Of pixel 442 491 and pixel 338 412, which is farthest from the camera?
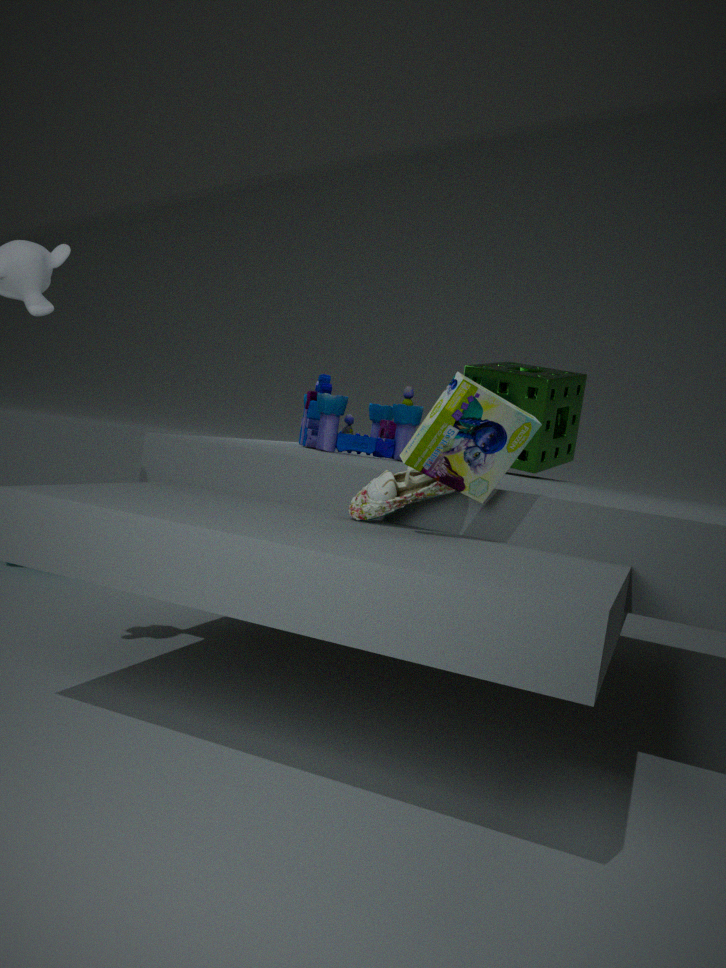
pixel 338 412
